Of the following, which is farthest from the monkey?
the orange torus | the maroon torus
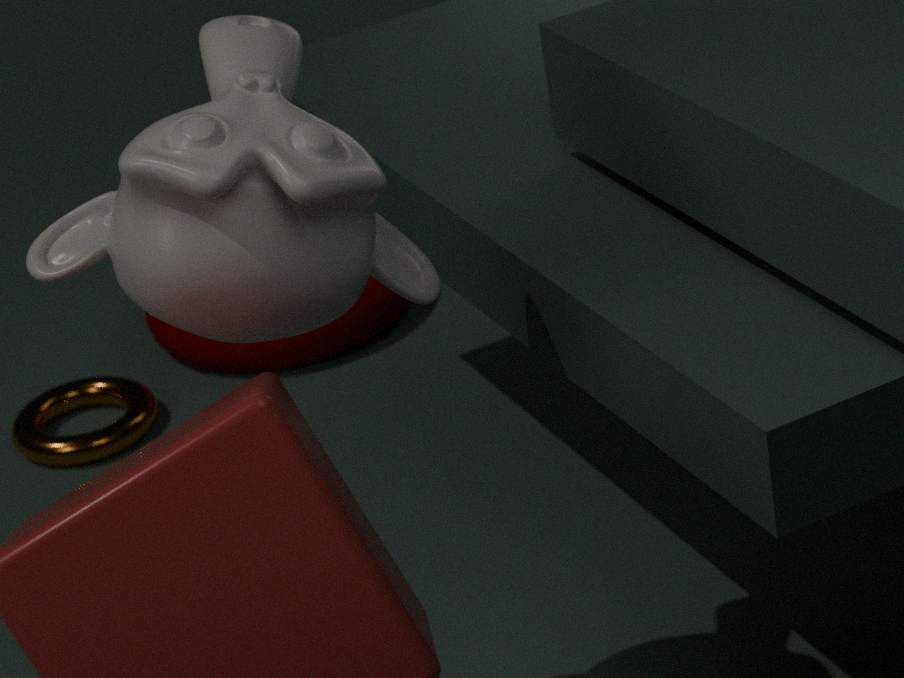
the maroon torus
